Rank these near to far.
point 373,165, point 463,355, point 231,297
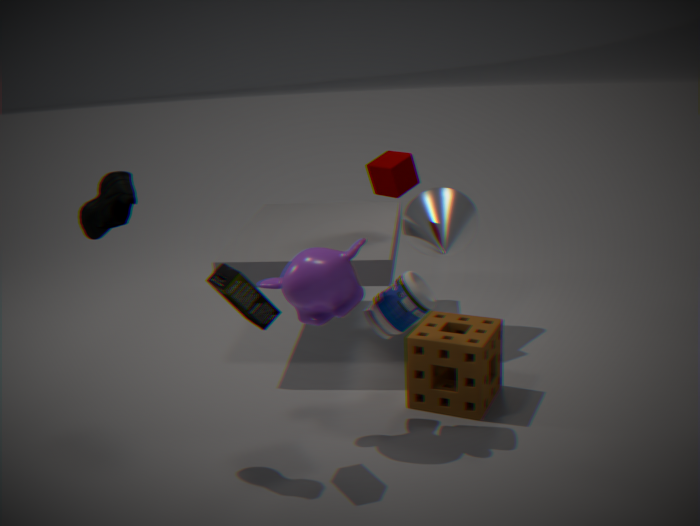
point 231,297, point 463,355, point 373,165
